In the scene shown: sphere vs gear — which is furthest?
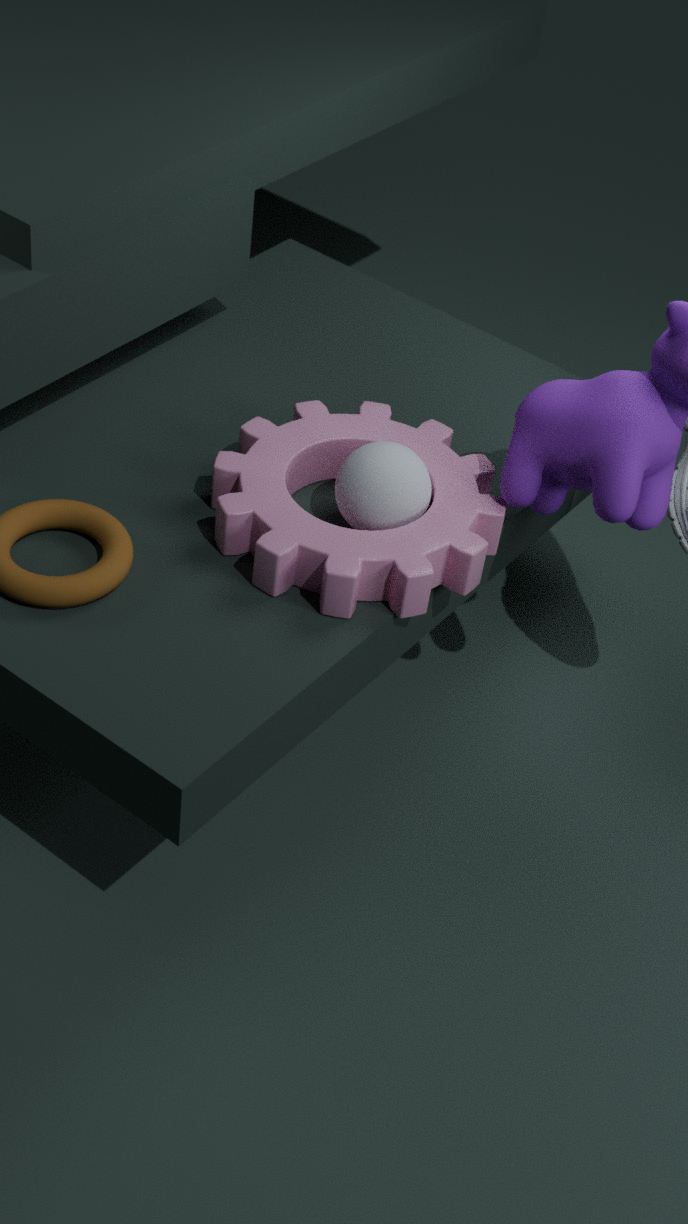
sphere
